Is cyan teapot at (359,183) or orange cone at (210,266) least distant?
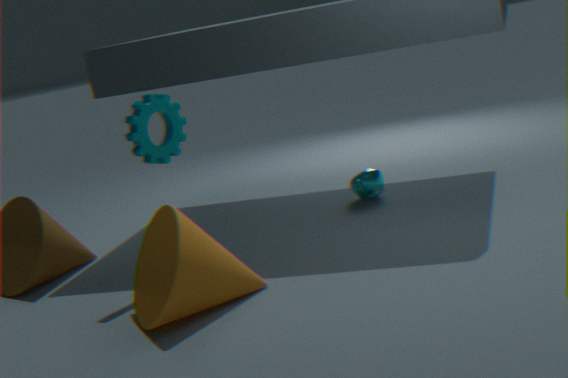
orange cone at (210,266)
